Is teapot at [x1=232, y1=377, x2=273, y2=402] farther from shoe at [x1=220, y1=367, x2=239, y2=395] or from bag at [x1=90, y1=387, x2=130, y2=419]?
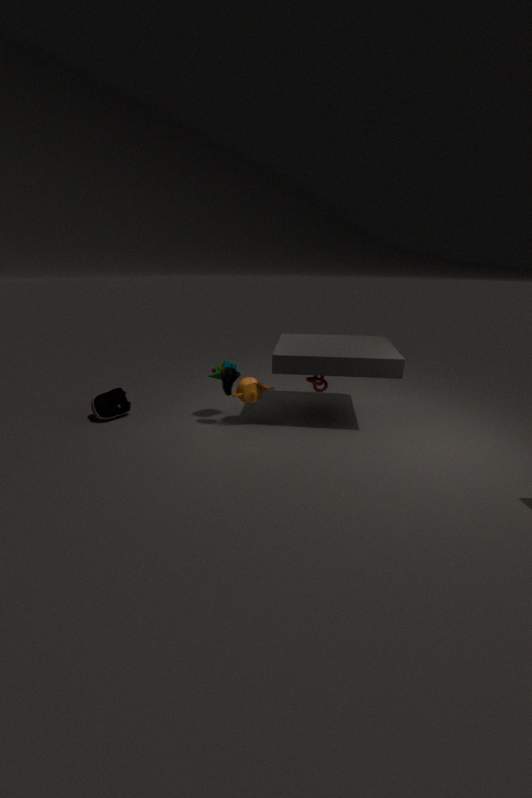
bag at [x1=90, y1=387, x2=130, y2=419]
